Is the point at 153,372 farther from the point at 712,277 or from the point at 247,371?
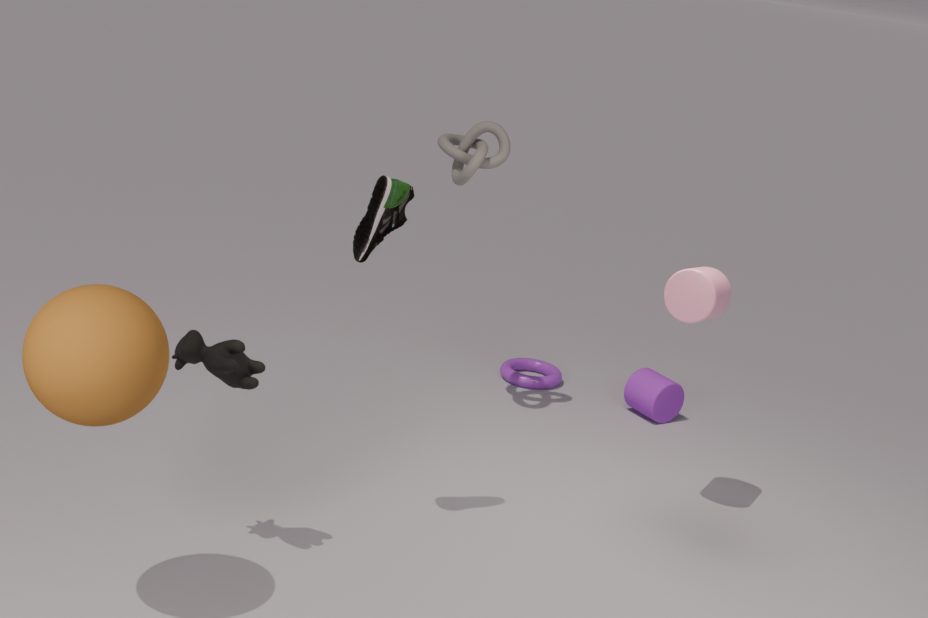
the point at 712,277
